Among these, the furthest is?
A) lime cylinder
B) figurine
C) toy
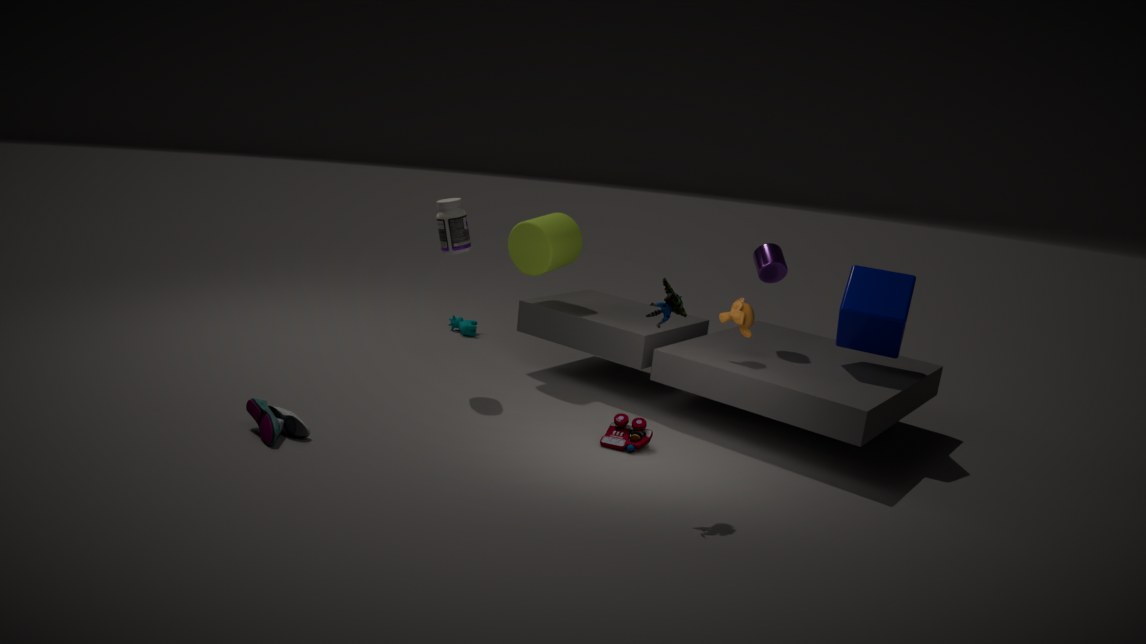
lime cylinder
